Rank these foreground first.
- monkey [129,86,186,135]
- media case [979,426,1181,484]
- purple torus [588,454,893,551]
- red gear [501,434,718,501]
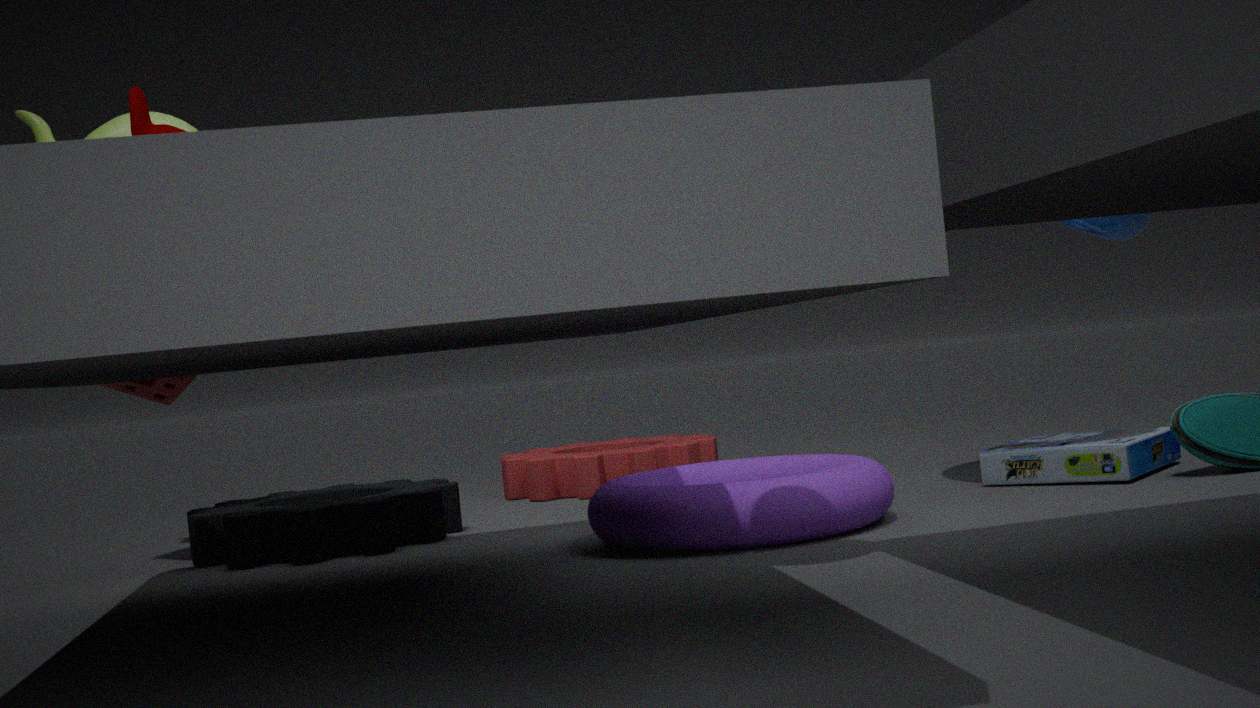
1. monkey [129,86,186,135]
2. purple torus [588,454,893,551]
3. media case [979,426,1181,484]
4. red gear [501,434,718,501]
